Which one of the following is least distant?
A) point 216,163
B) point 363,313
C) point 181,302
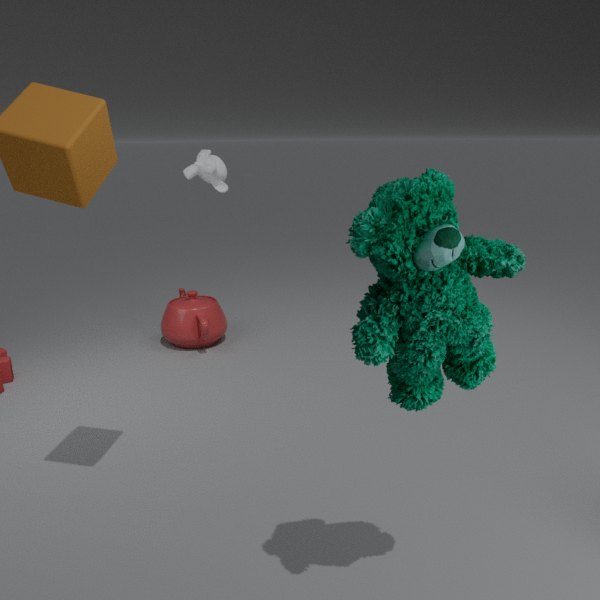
point 363,313
